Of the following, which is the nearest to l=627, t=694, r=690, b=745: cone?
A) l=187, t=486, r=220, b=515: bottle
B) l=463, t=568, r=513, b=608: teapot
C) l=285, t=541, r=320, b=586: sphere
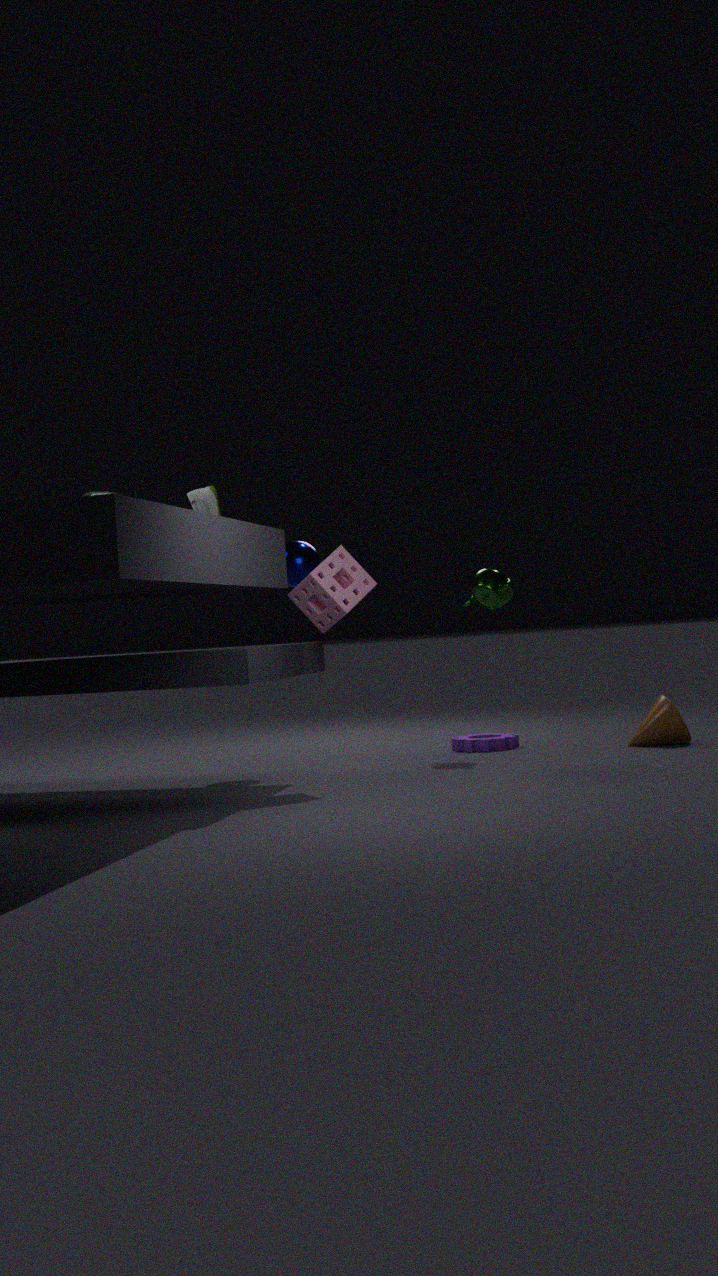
l=463, t=568, r=513, b=608: teapot
